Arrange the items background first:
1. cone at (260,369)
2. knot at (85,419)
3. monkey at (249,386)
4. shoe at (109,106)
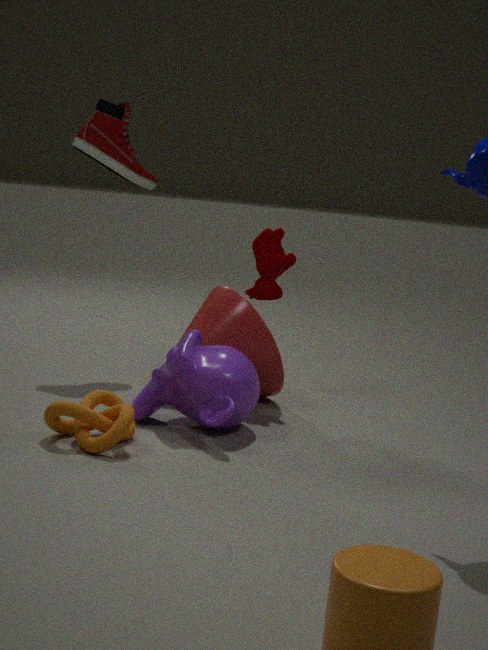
shoe at (109,106), cone at (260,369), monkey at (249,386), knot at (85,419)
